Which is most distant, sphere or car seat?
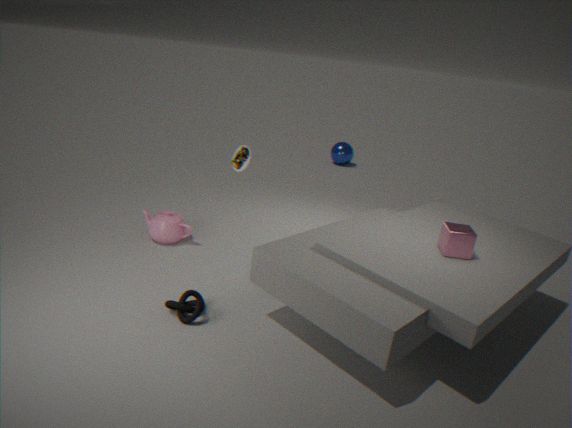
sphere
